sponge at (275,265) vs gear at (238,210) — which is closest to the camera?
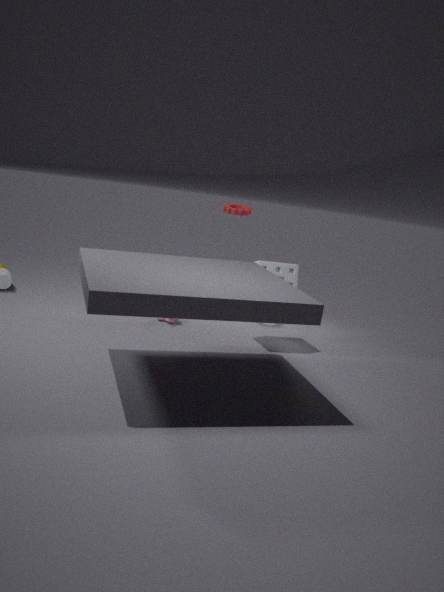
sponge at (275,265)
